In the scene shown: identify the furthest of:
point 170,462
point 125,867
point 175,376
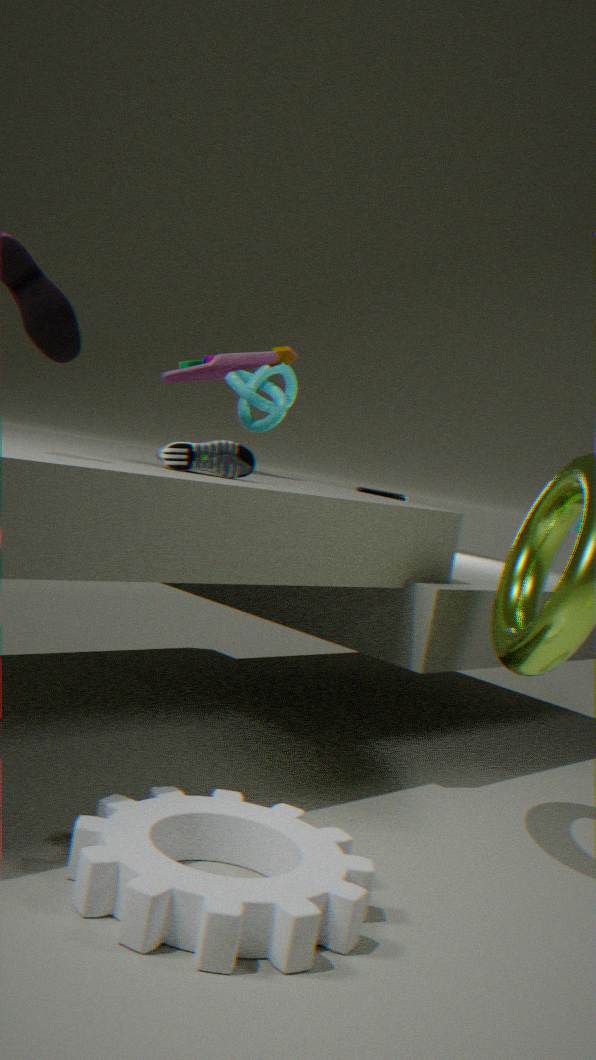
point 175,376
